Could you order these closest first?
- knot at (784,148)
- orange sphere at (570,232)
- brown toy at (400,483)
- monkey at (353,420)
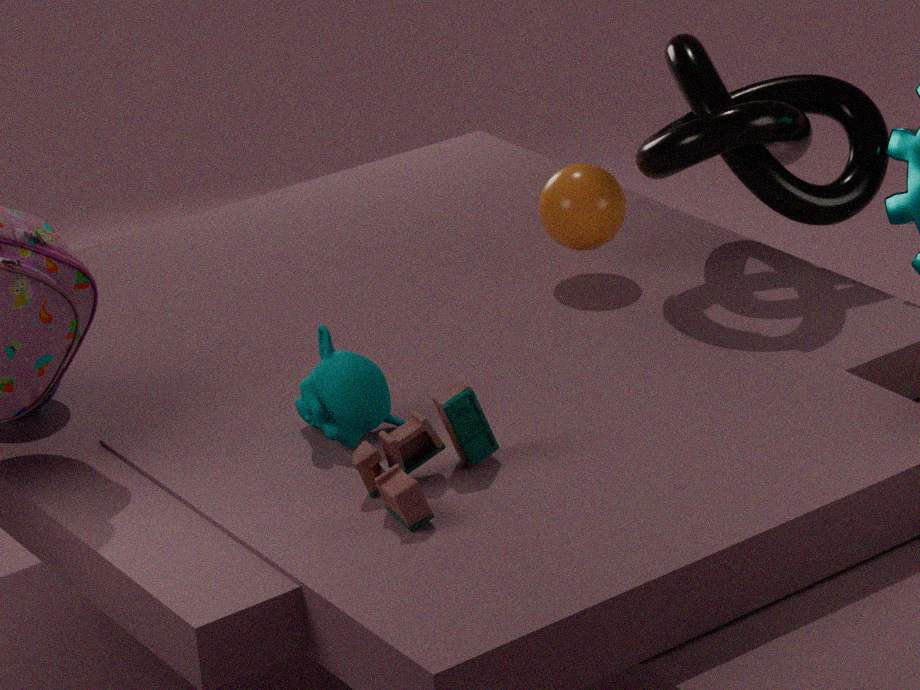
brown toy at (400,483) < monkey at (353,420) < knot at (784,148) < orange sphere at (570,232)
